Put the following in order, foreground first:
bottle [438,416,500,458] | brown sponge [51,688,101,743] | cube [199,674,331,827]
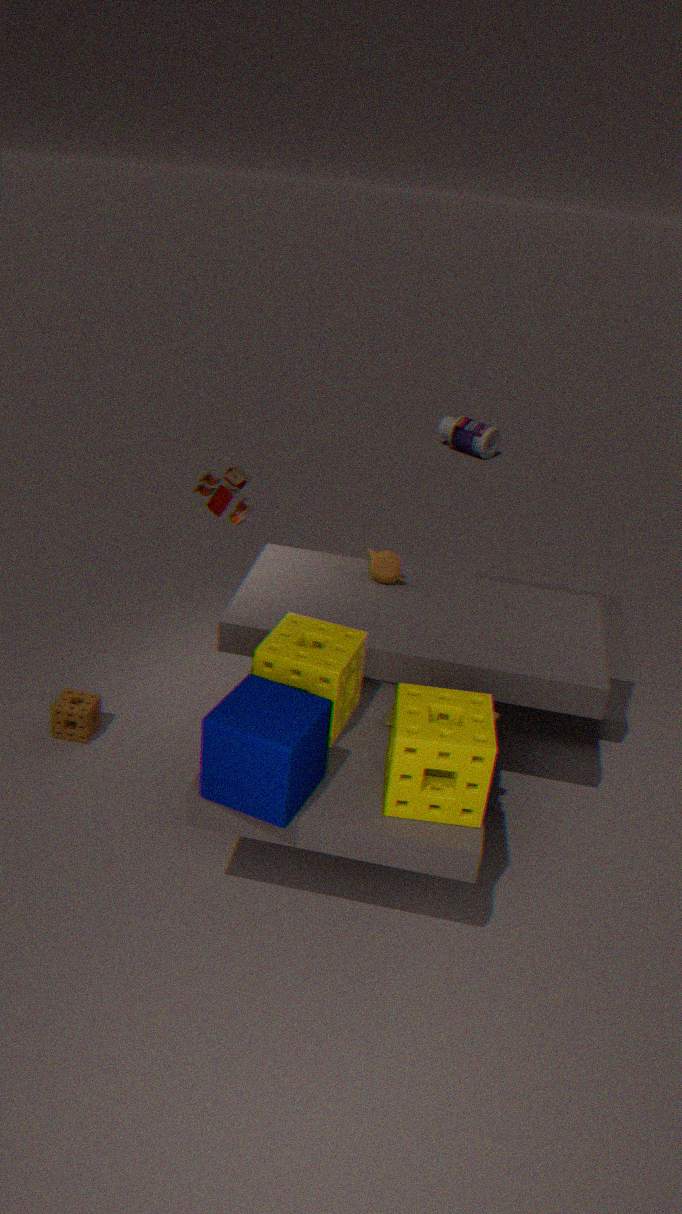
cube [199,674,331,827] → brown sponge [51,688,101,743] → bottle [438,416,500,458]
